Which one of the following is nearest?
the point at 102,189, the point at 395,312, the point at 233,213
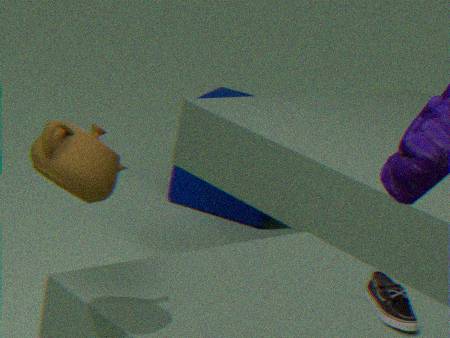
the point at 102,189
